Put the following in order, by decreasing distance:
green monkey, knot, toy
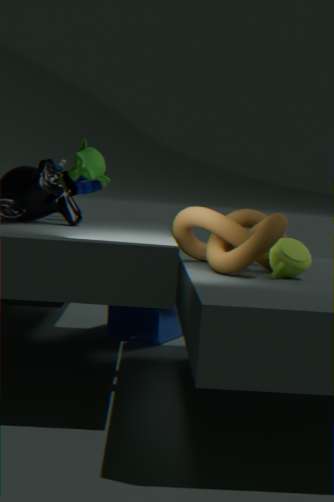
toy
green monkey
knot
